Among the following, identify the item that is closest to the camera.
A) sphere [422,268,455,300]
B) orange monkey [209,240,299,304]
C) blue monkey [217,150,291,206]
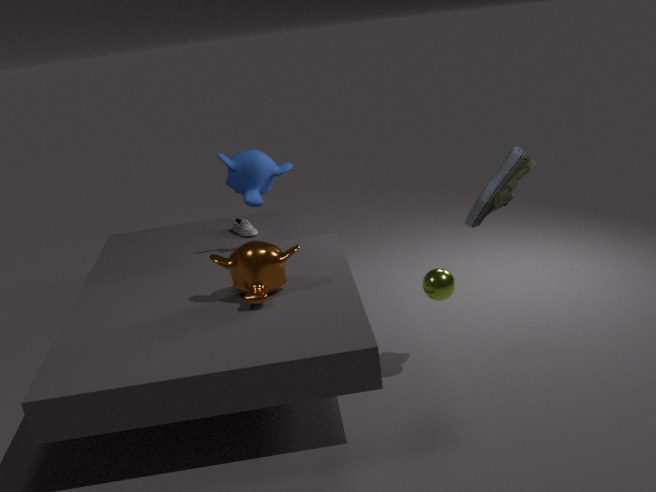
sphere [422,268,455,300]
